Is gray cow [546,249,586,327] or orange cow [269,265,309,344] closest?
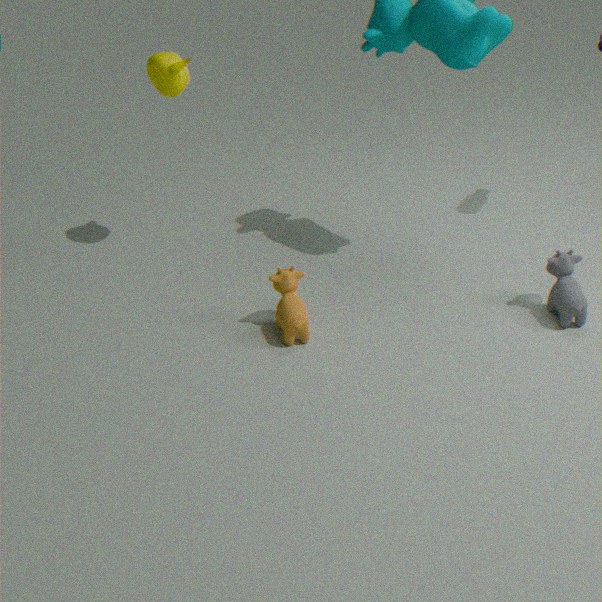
orange cow [269,265,309,344]
